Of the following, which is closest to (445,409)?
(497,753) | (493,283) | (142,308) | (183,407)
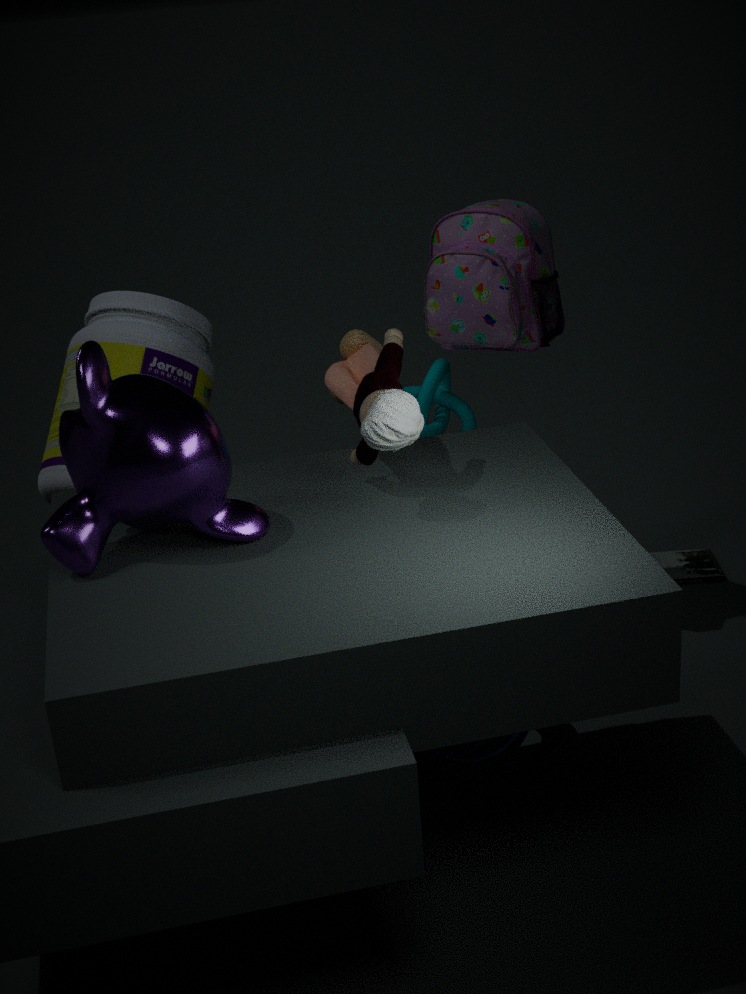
(493,283)
